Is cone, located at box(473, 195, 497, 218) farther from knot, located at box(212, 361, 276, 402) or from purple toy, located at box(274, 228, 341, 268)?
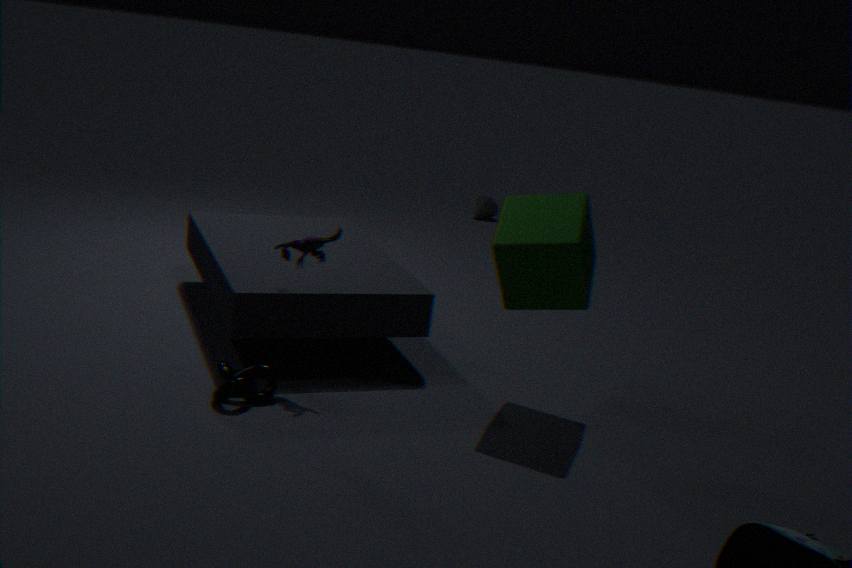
knot, located at box(212, 361, 276, 402)
